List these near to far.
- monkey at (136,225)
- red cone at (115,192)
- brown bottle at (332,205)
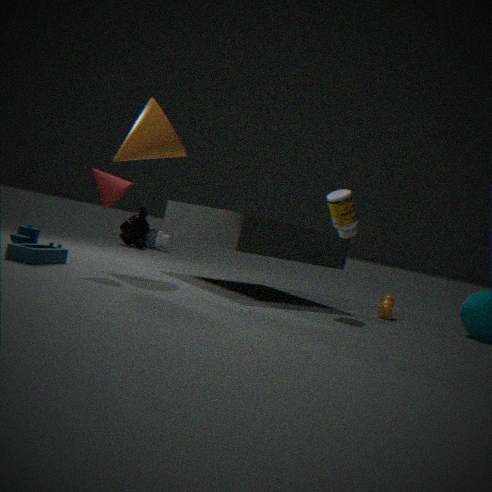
red cone at (115,192)
brown bottle at (332,205)
monkey at (136,225)
